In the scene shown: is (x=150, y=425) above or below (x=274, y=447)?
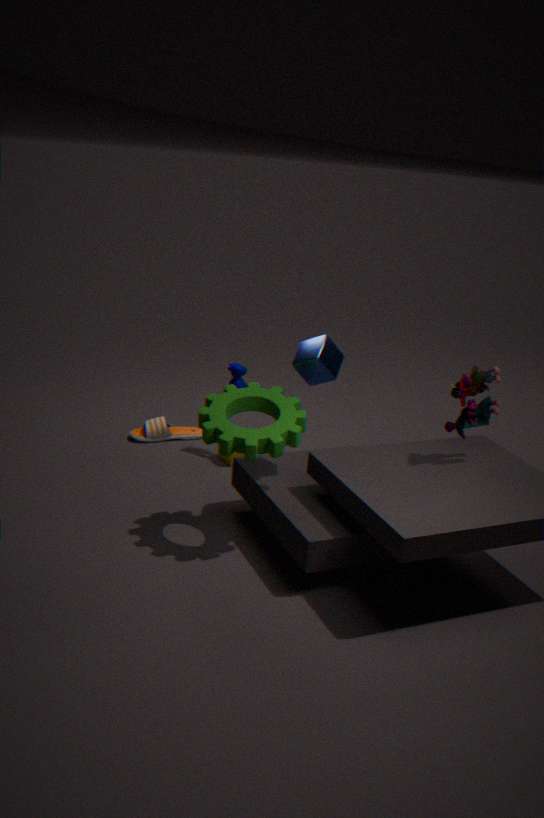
below
